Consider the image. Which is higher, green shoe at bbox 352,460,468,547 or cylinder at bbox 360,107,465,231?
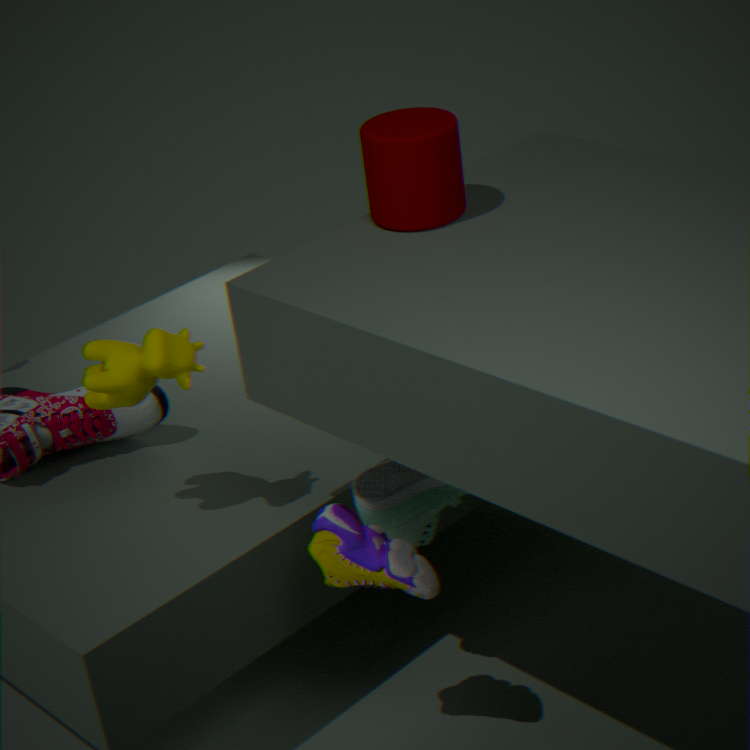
cylinder at bbox 360,107,465,231
